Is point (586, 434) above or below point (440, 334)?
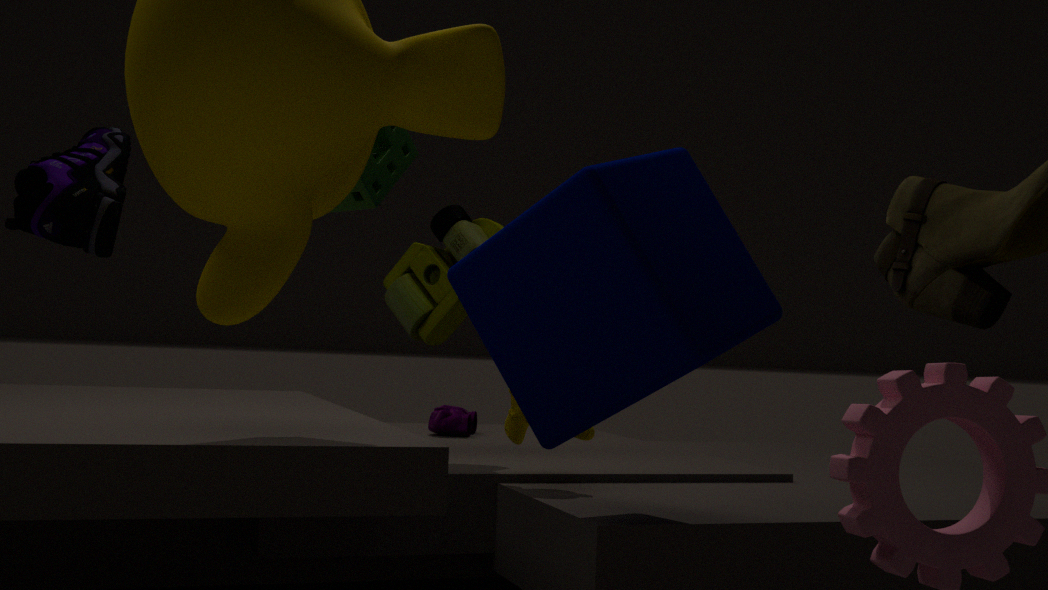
below
